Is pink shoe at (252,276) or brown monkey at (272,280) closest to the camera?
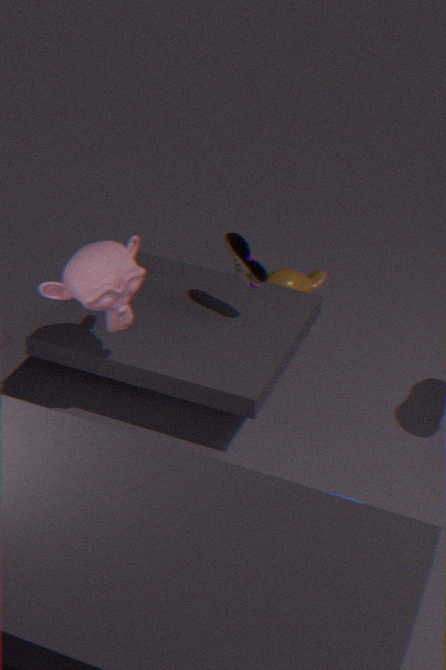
pink shoe at (252,276)
